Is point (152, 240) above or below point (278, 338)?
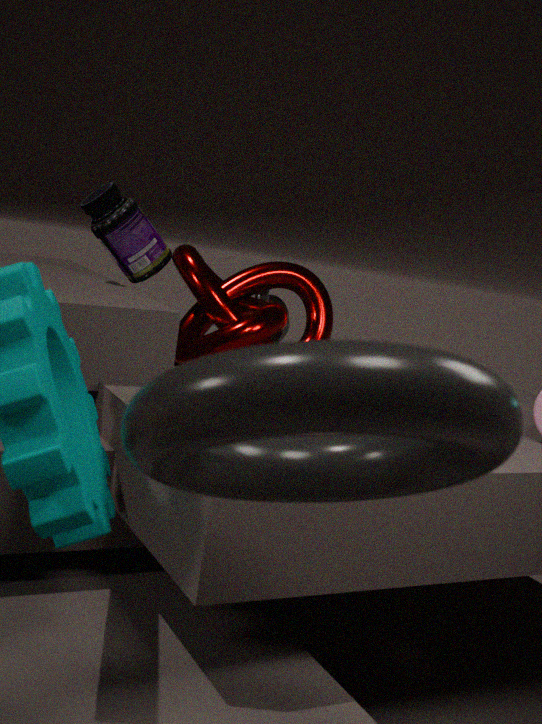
above
